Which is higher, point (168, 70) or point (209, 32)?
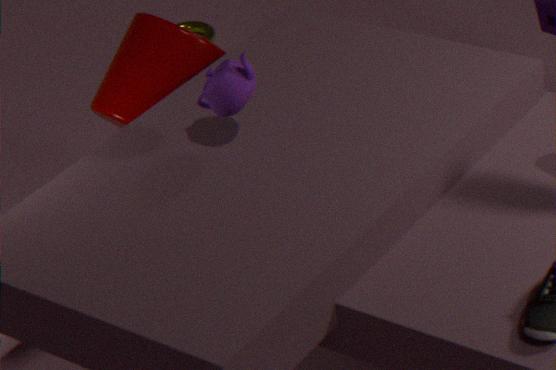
point (168, 70)
